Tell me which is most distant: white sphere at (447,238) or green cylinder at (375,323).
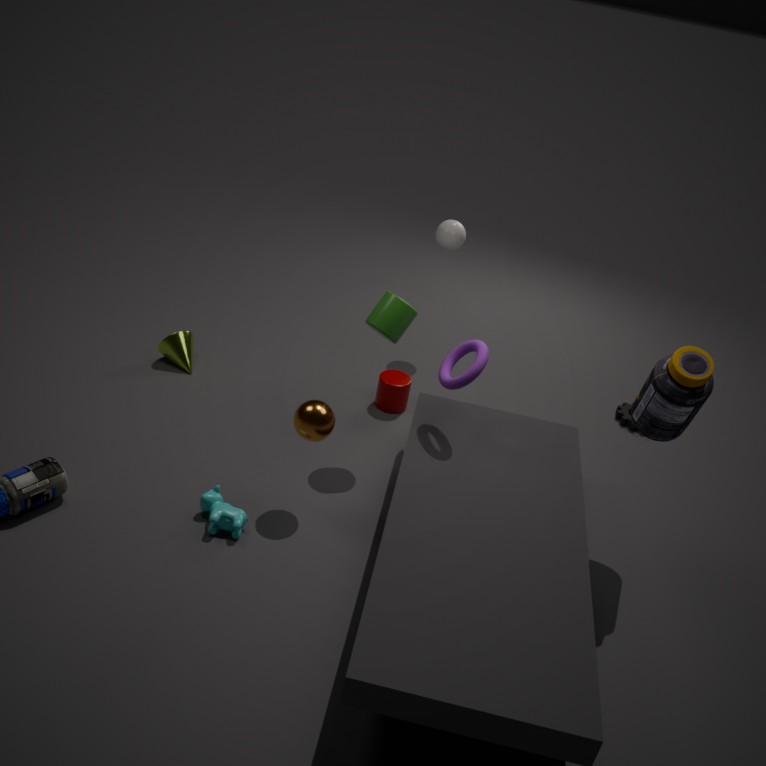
white sphere at (447,238)
